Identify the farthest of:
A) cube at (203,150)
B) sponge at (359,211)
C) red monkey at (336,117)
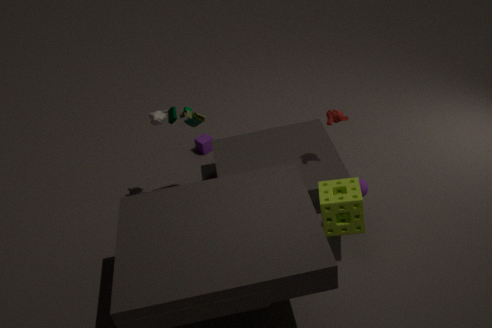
cube at (203,150)
